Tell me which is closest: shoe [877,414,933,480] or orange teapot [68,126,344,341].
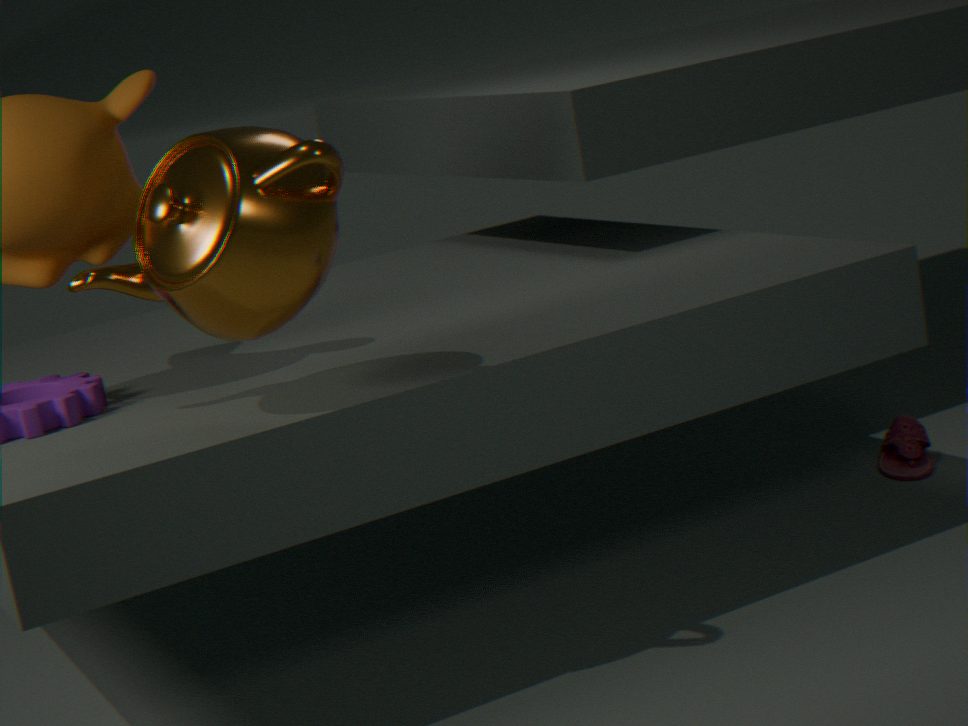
orange teapot [68,126,344,341]
